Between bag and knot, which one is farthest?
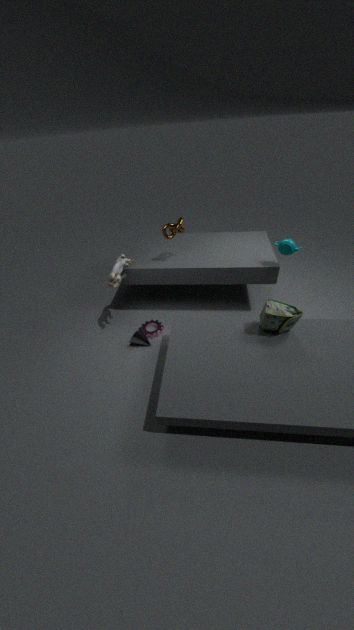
knot
